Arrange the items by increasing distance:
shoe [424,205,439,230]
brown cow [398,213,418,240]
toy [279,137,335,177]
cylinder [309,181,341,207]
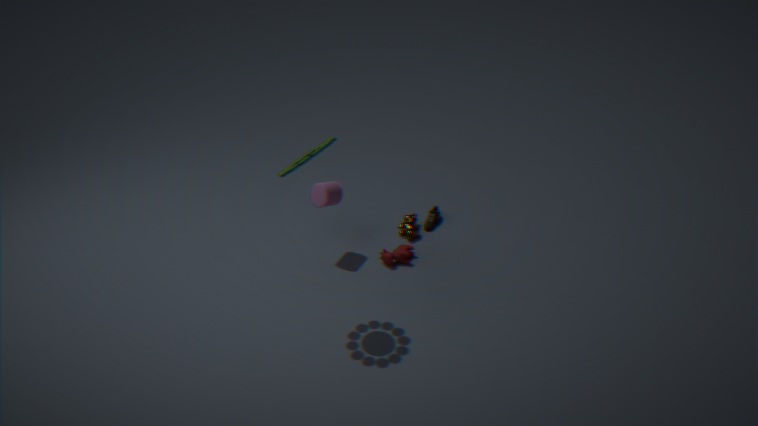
1. toy [279,137,335,177]
2. cylinder [309,181,341,207]
3. brown cow [398,213,418,240]
4. shoe [424,205,439,230]
